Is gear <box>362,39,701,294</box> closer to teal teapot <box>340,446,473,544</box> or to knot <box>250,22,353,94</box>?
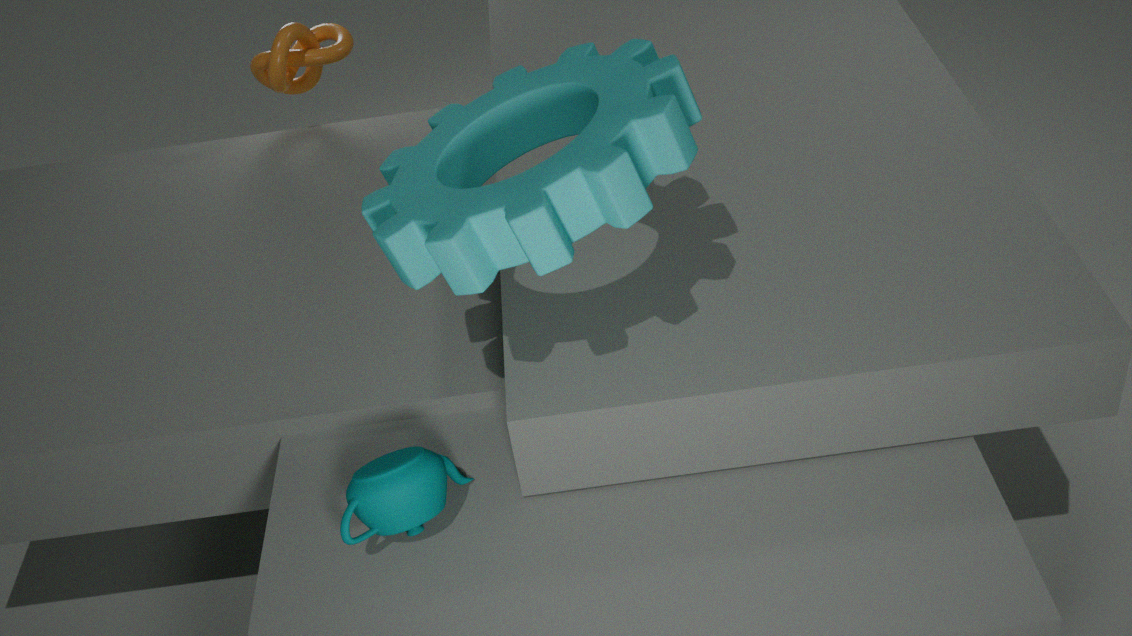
teal teapot <box>340,446,473,544</box>
